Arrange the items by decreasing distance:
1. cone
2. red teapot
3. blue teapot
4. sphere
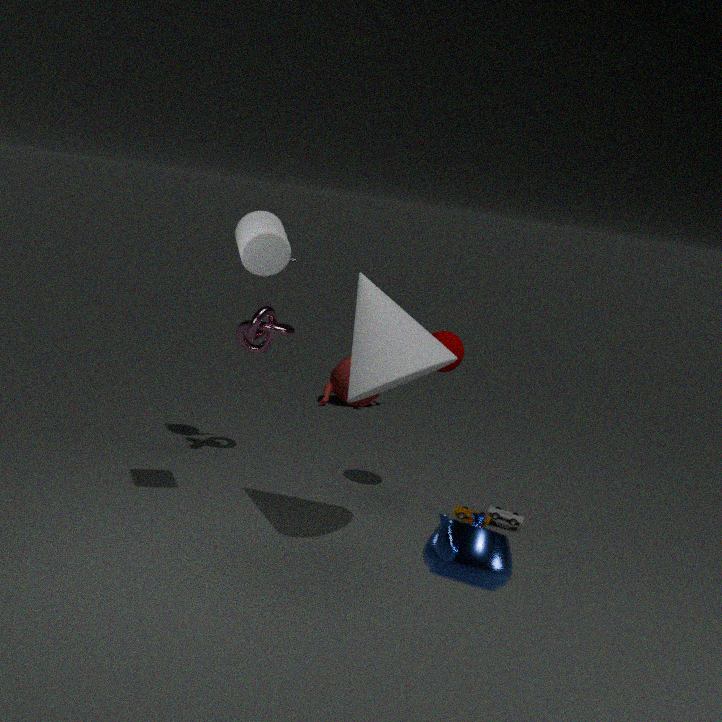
1. red teapot
2. sphere
3. cone
4. blue teapot
